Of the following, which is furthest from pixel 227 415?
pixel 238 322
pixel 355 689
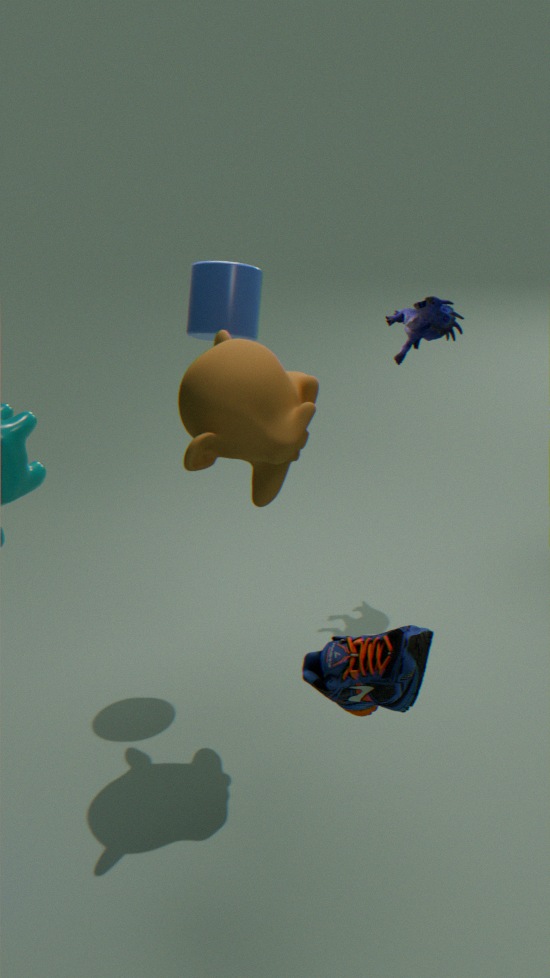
pixel 355 689
